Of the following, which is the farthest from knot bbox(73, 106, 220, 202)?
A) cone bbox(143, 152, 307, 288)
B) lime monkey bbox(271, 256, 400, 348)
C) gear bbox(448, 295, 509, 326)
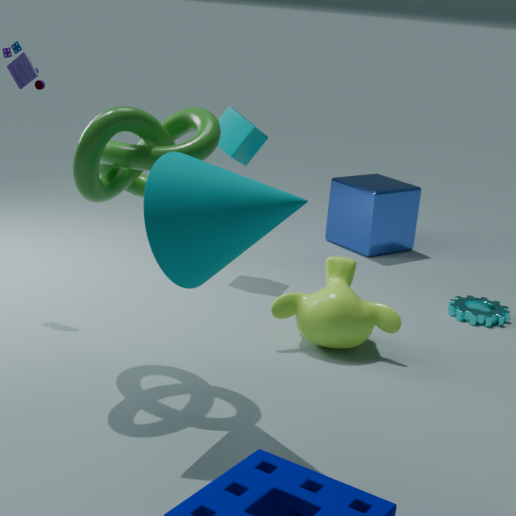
gear bbox(448, 295, 509, 326)
